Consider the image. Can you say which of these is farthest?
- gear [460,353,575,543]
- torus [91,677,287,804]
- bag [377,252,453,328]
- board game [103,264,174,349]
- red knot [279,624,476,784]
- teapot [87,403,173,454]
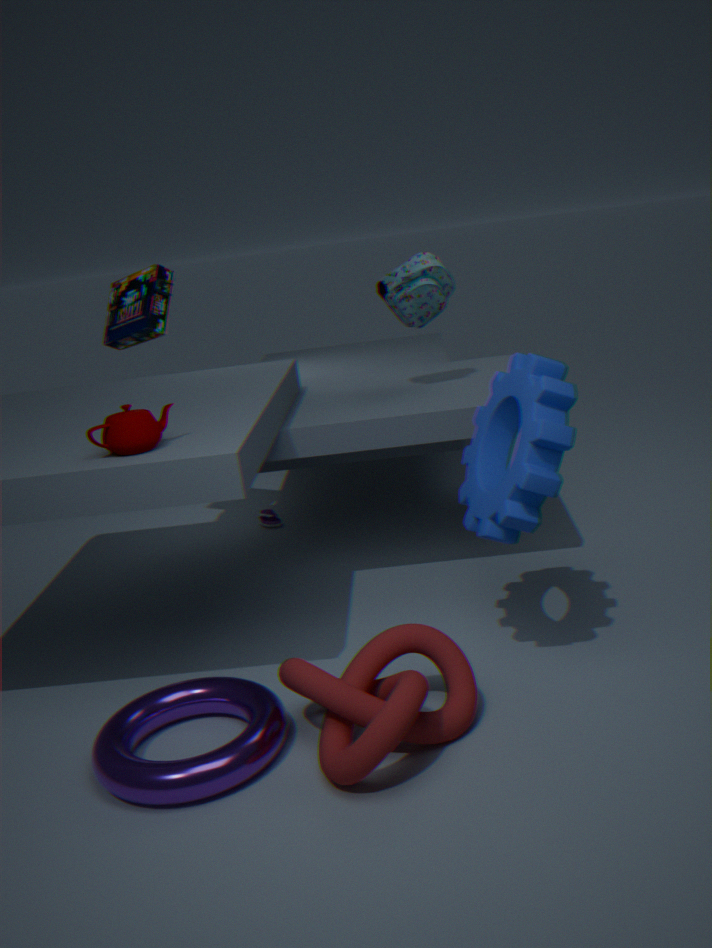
board game [103,264,174,349]
